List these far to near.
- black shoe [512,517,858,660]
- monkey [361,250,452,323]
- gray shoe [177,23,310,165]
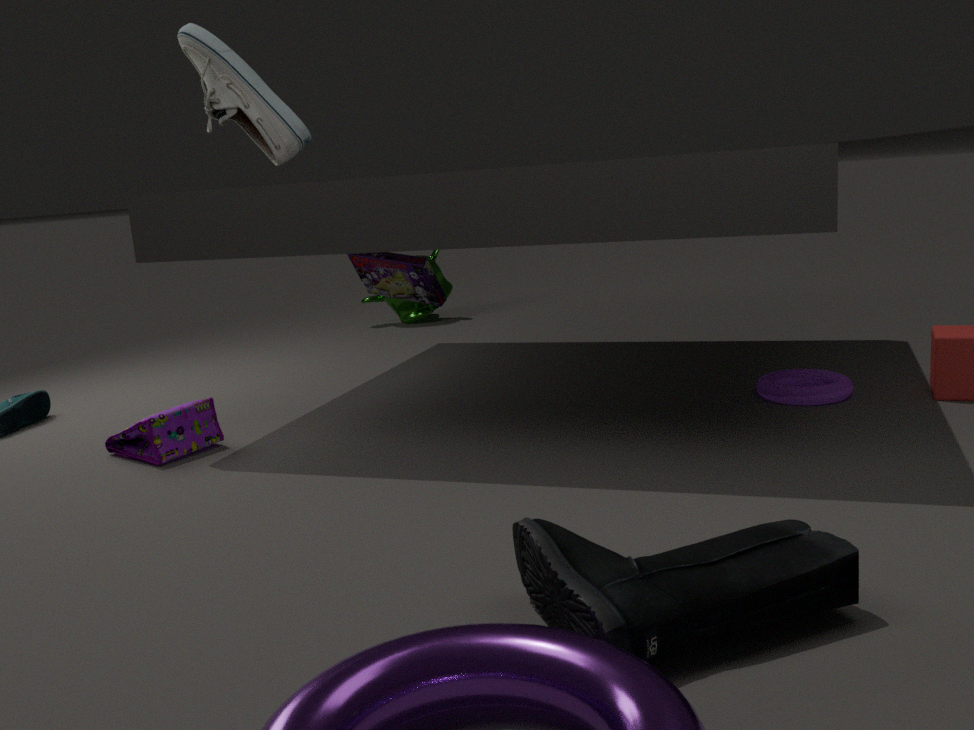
1. monkey [361,250,452,323]
2. gray shoe [177,23,310,165]
3. black shoe [512,517,858,660]
